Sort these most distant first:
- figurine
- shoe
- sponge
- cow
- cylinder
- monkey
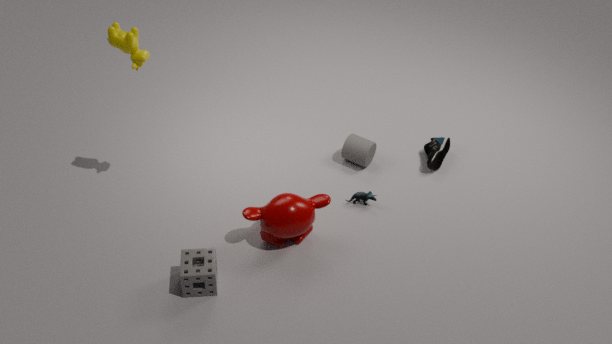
shoe → cylinder → figurine → monkey → cow → sponge
